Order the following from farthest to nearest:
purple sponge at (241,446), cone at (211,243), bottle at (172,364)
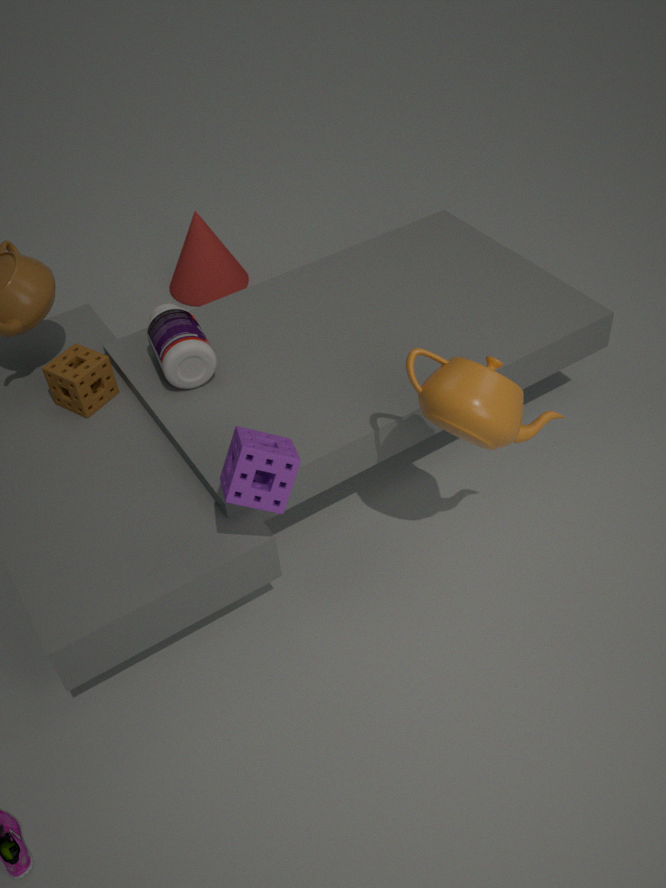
cone at (211,243), bottle at (172,364), purple sponge at (241,446)
